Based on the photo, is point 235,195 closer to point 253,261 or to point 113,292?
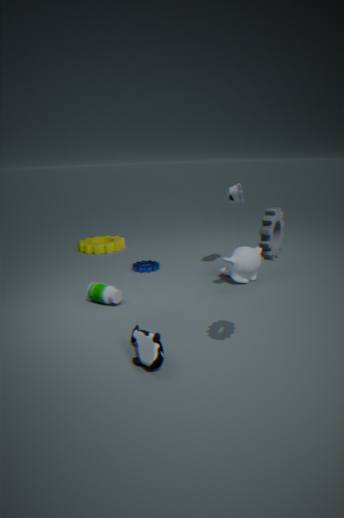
point 253,261
